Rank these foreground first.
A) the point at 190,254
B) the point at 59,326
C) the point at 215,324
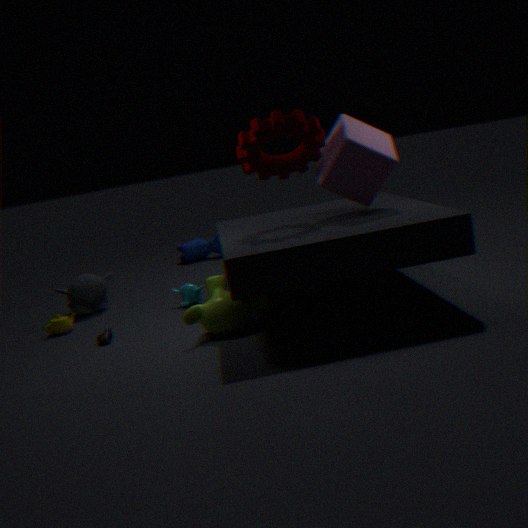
the point at 215,324 → the point at 59,326 → the point at 190,254
